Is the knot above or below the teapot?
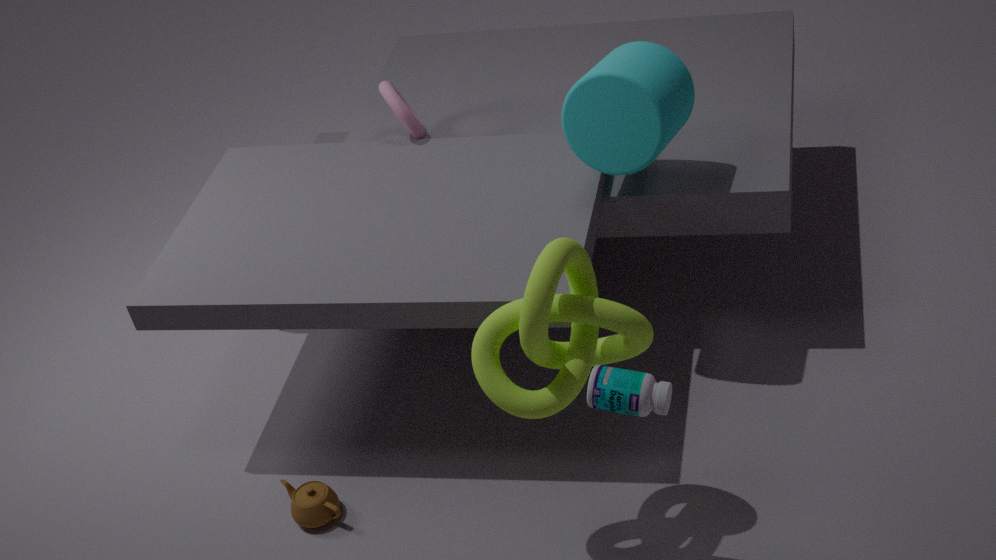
above
